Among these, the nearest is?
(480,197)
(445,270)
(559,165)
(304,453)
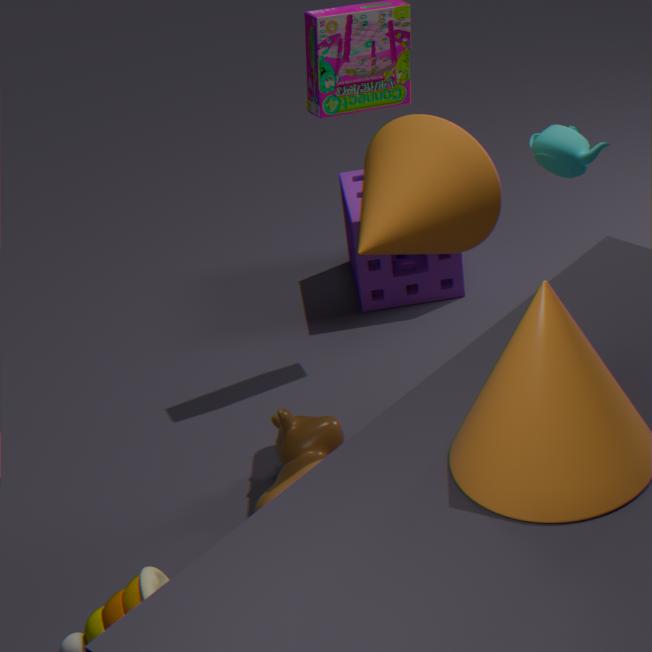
(480,197)
